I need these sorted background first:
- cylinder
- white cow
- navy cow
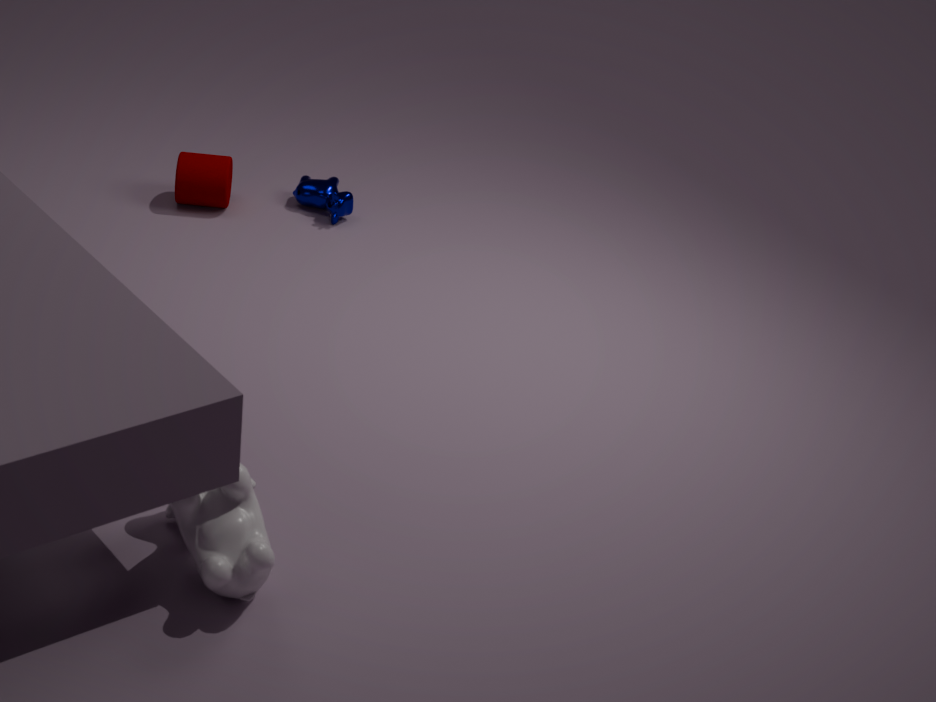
navy cow < cylinder < white cow
